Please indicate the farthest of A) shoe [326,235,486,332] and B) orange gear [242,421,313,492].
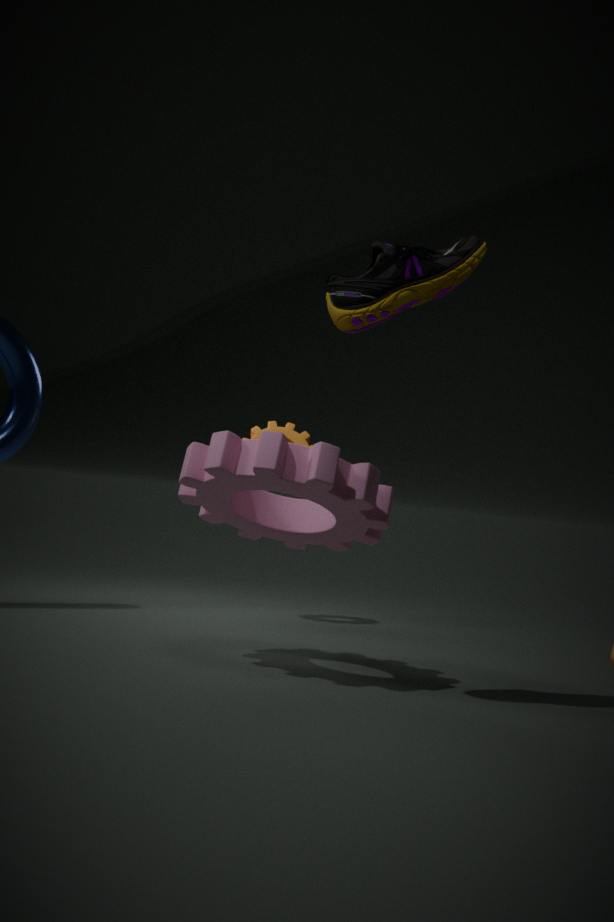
B. orange gear [242,421,313,492]
